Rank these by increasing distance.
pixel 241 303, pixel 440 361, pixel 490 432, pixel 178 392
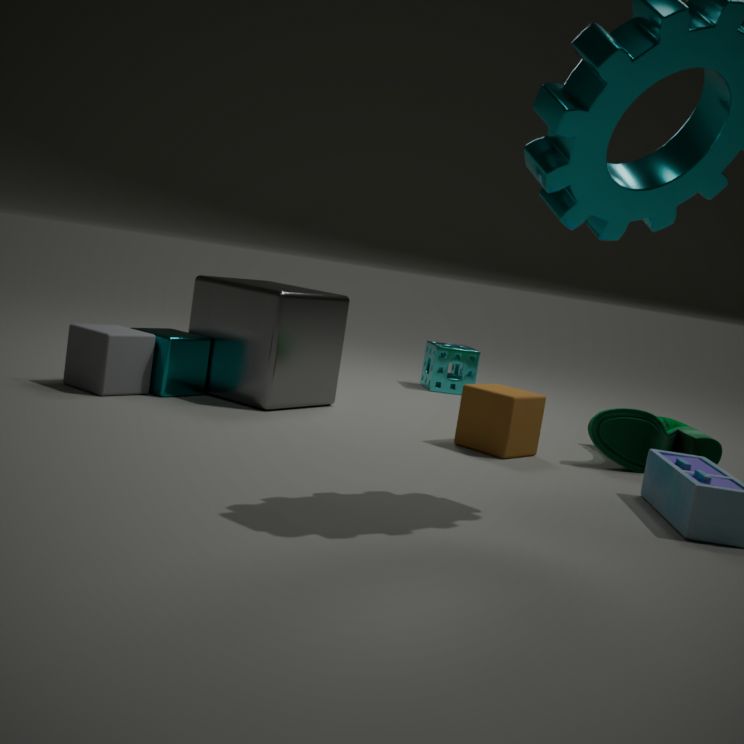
pixel 490 432
pixel 178 392
pixel 241 303
pixel 440 361
